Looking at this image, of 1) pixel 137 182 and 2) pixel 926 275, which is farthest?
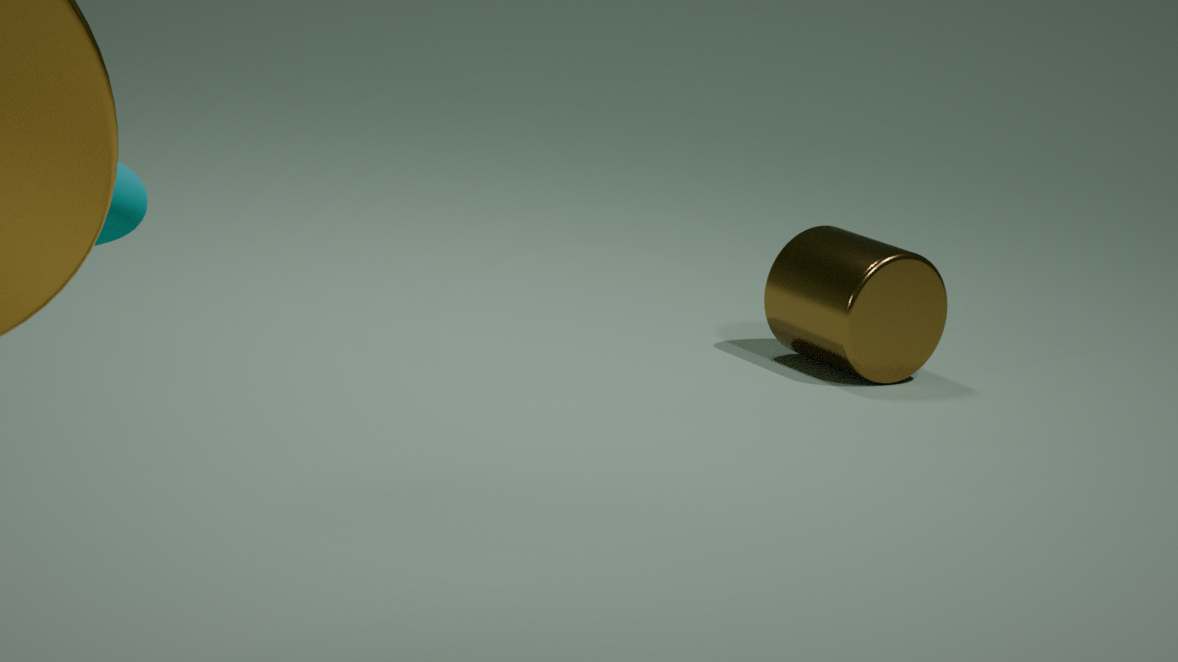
2. pixel 926 275
